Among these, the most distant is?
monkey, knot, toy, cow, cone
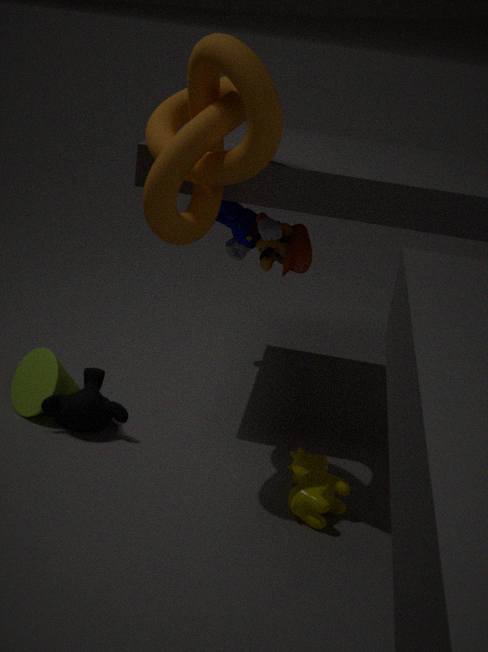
toy
